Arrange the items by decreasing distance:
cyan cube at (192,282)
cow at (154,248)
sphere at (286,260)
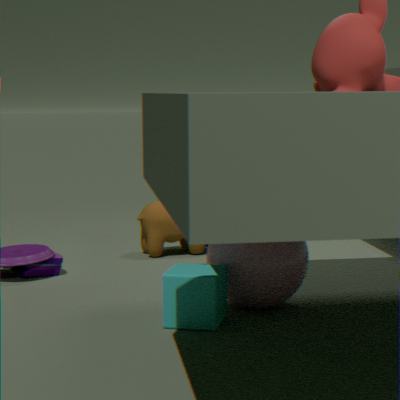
cow at (154,248) < sphere at (286,260) < cyan cube at (192,282)
